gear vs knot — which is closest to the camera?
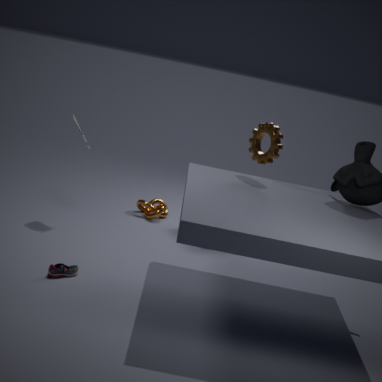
gear
